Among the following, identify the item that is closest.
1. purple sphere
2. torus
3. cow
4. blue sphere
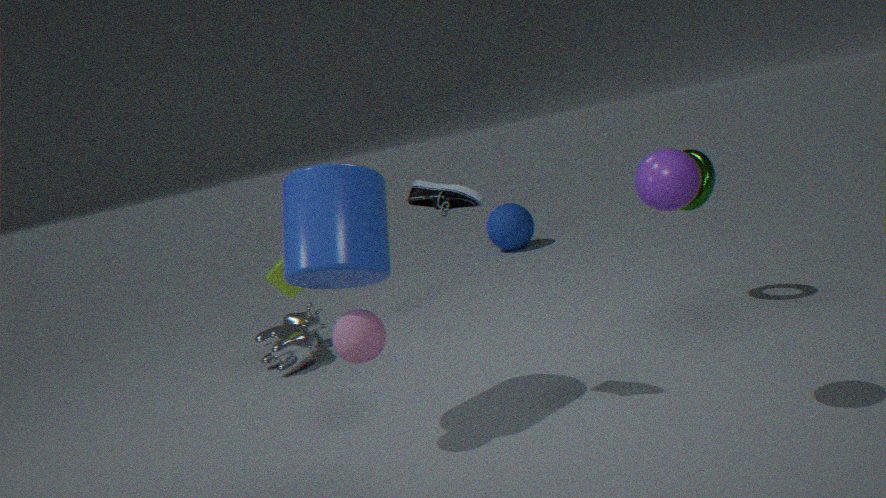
purple sphere
